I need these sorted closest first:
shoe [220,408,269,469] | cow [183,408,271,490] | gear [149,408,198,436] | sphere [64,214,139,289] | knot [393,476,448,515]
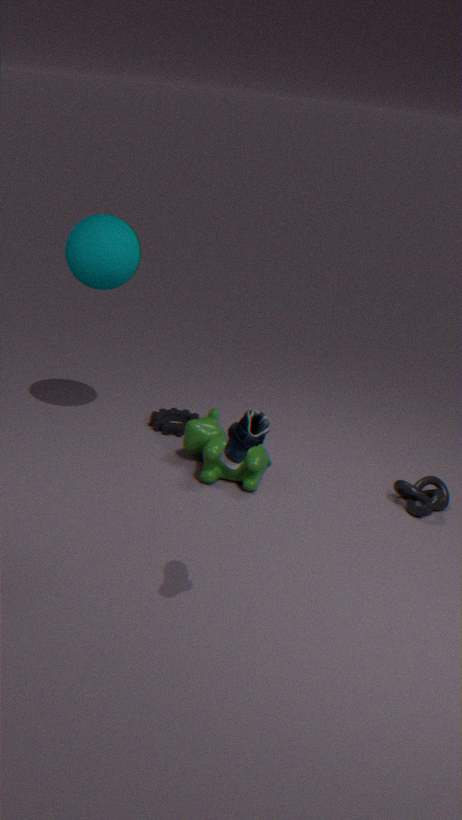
shoe [220,408,269,469] < knot [393,476,448,515] < cow [183,408,271,490] < sphere [64,214,139,289] < gear [149,408,198,436]
